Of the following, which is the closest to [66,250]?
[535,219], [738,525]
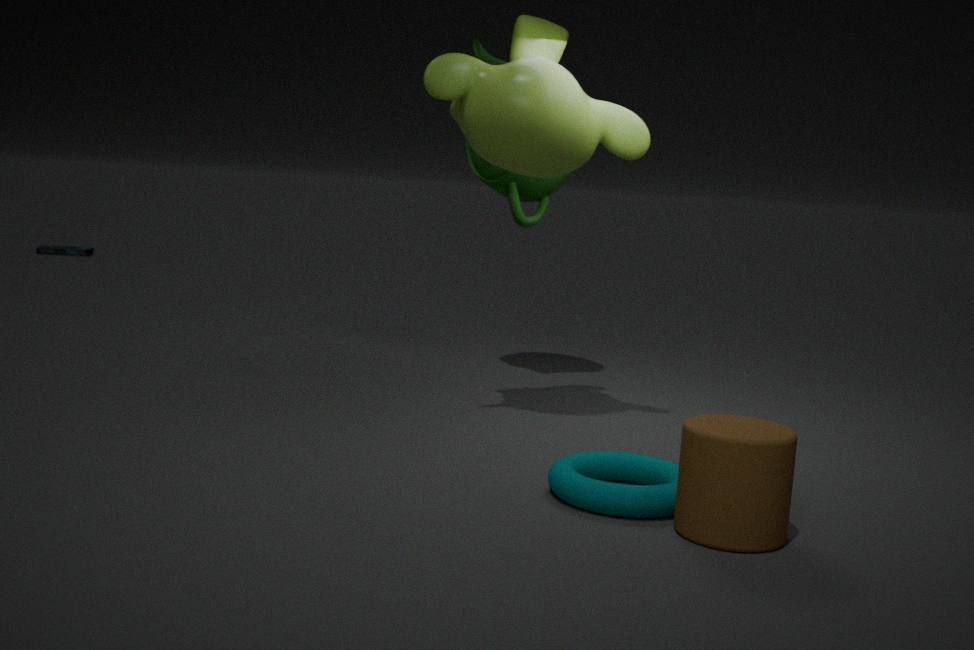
[535,219]
